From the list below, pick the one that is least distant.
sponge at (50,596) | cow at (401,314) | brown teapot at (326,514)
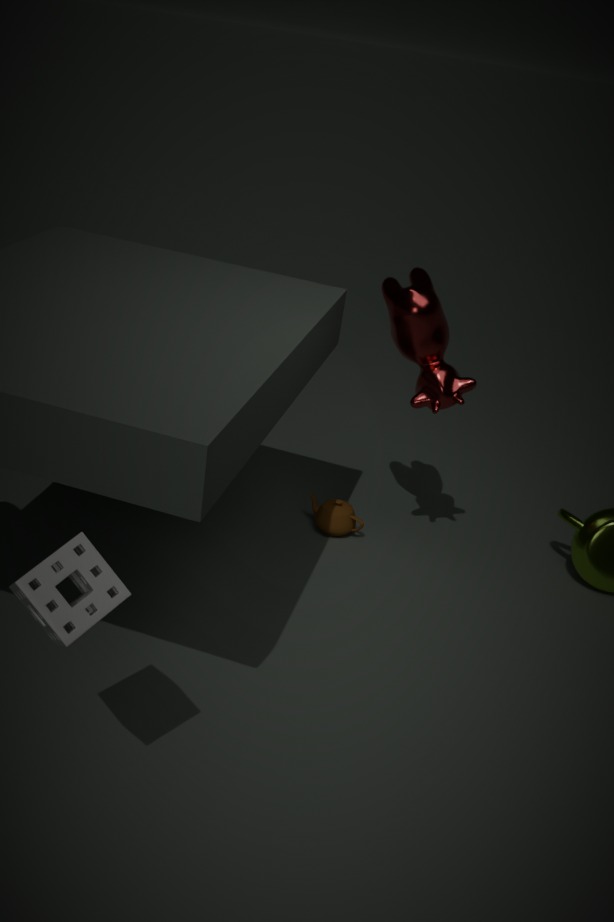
sponge at (50,596)
